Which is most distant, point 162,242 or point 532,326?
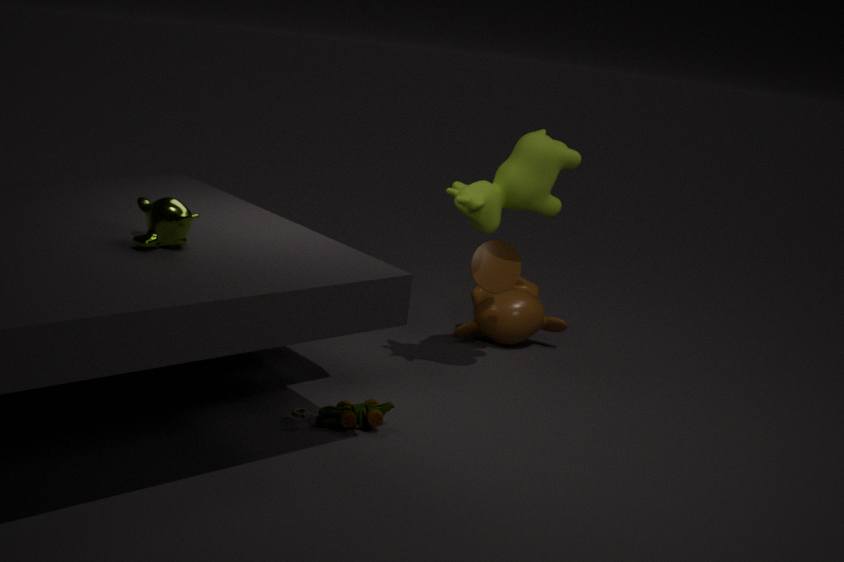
point 532,326
